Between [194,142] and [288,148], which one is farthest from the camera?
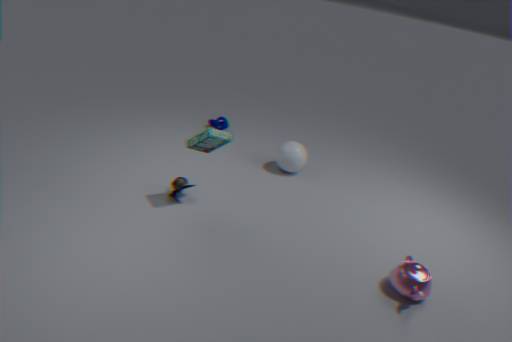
[288,148]
